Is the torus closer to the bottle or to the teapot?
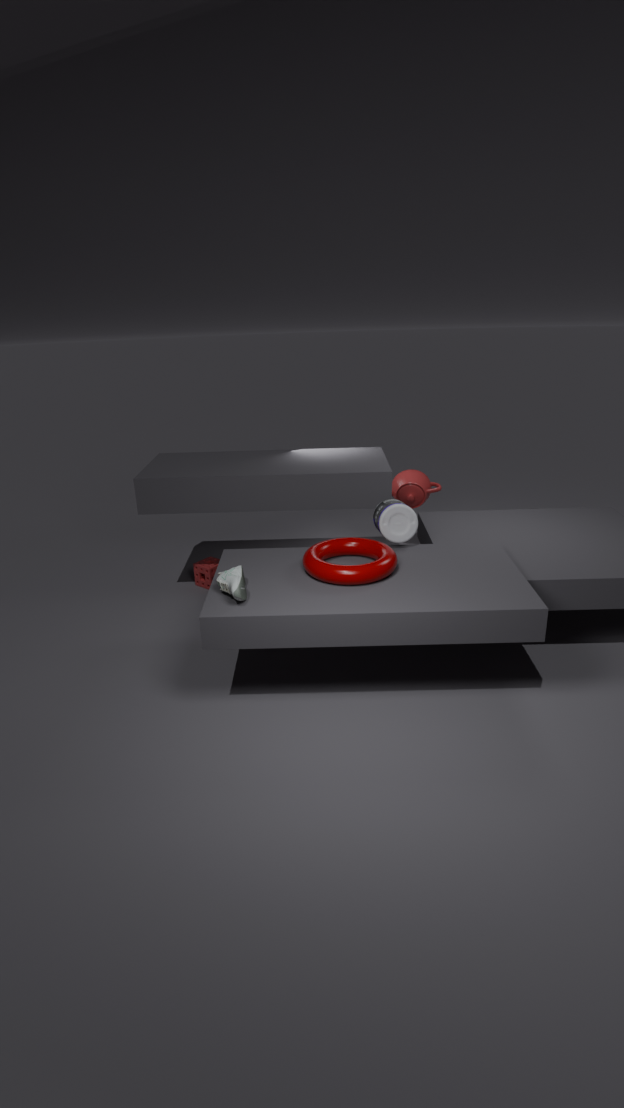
the bottle
